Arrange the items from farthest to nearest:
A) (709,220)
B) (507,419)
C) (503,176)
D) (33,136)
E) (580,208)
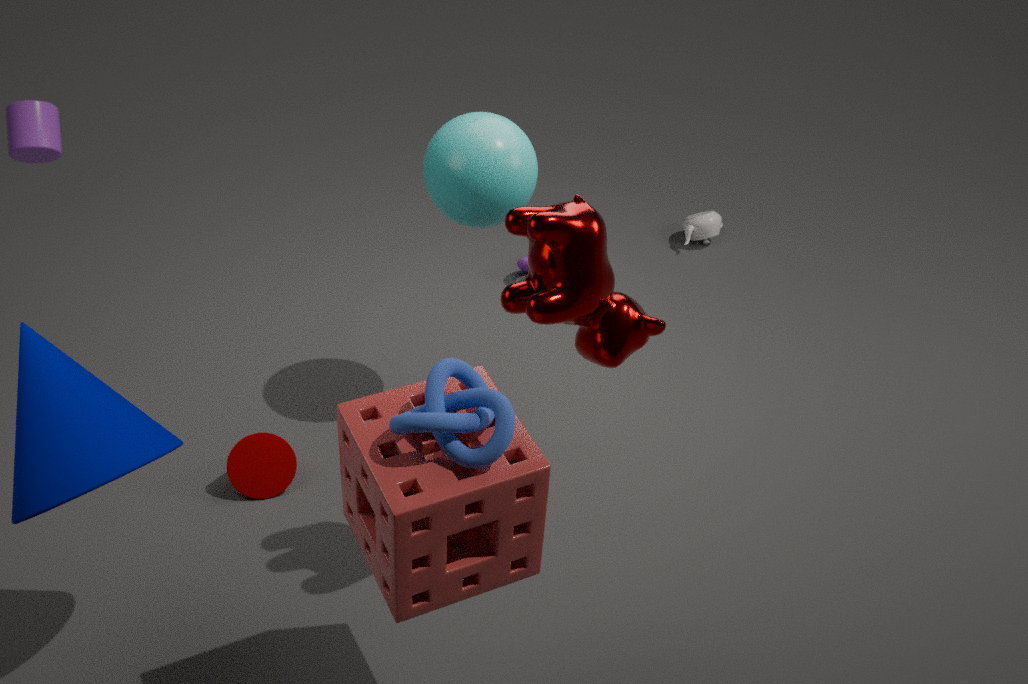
(709,220)
(33,136)
(503,176)
(580,208)
(507,419)
